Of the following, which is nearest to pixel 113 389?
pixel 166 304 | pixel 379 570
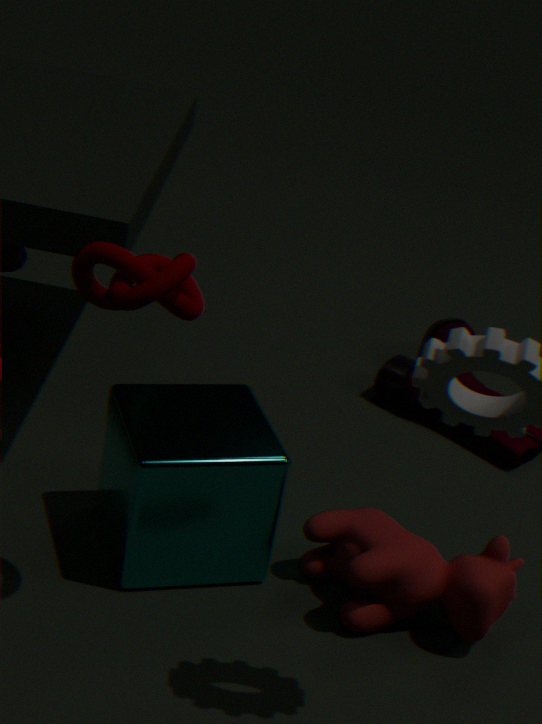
pixel 379 570
